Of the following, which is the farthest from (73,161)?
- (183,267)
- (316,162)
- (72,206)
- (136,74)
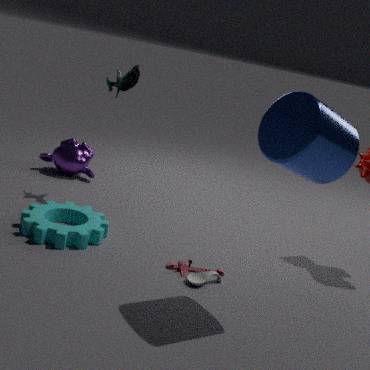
(316,162)
